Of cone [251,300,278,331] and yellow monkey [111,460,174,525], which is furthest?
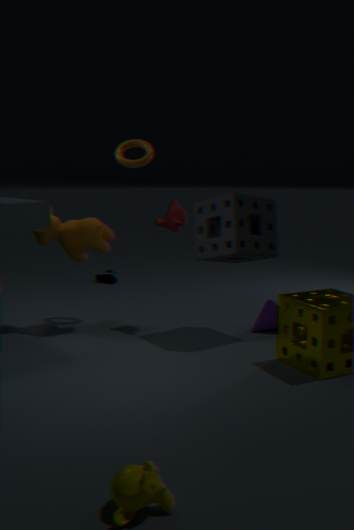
cone [251,300,278,331]
